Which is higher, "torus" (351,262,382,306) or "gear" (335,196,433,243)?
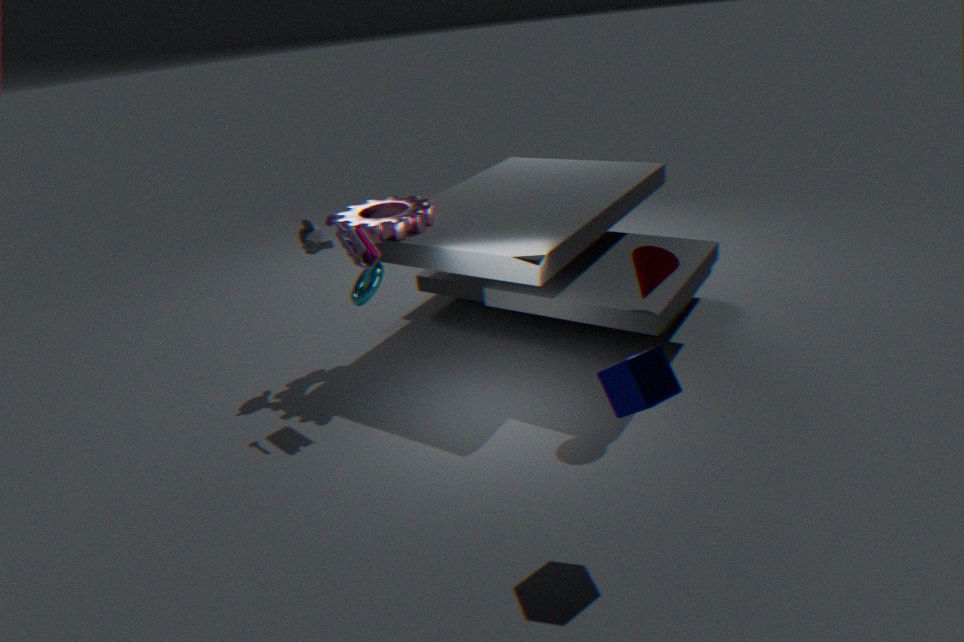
"gear" (335,196,433,243)
